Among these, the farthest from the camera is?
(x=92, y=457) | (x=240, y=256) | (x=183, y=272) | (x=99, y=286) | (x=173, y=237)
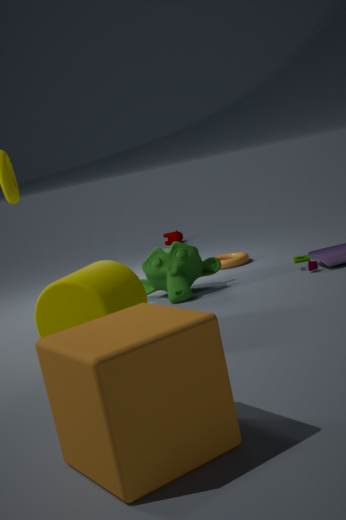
(x=173, y=237)
